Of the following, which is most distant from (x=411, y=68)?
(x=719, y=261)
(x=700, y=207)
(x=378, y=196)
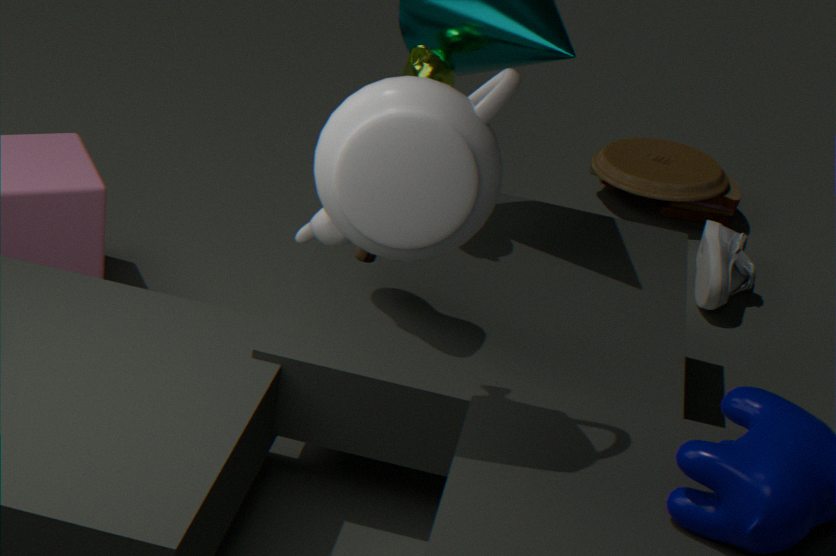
(x=700, y=207)
